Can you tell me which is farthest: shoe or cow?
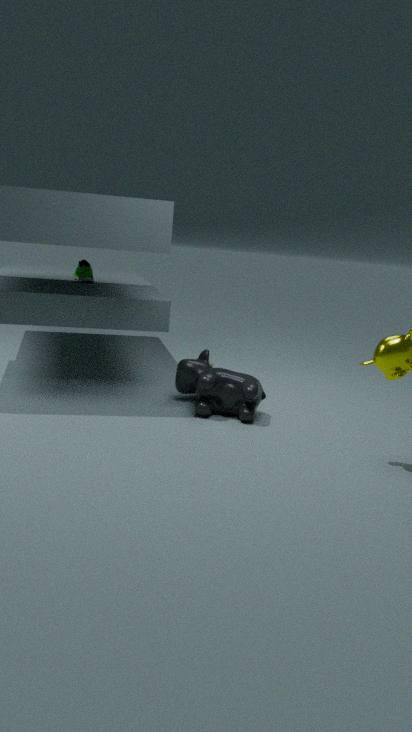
shoe
